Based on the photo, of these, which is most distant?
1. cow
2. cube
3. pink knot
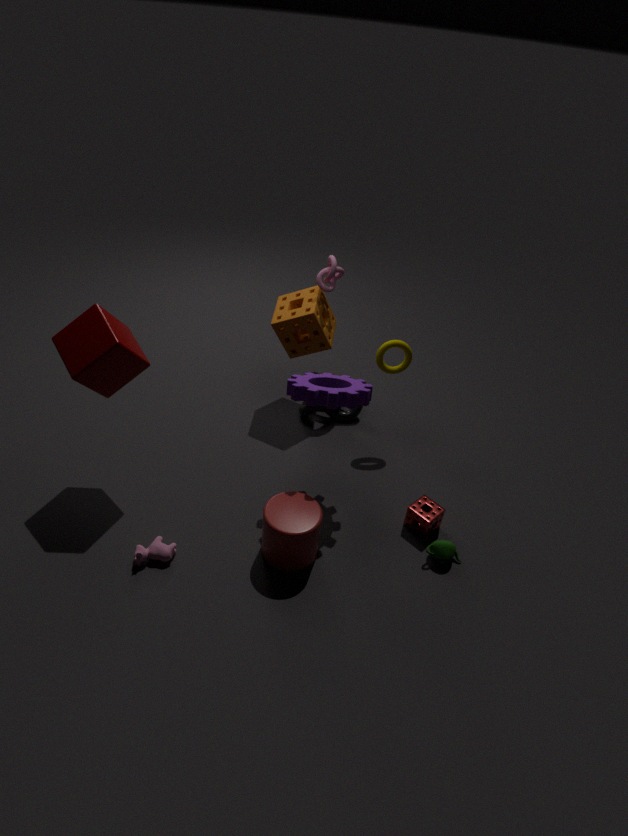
pink knot
